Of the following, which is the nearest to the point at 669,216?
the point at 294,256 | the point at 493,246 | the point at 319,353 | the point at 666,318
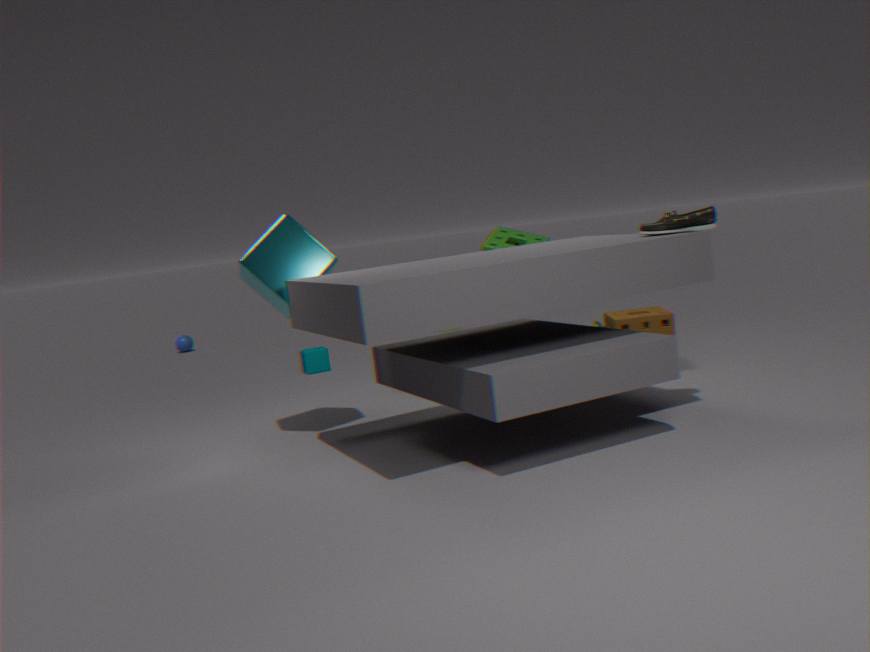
the point at 666,318
